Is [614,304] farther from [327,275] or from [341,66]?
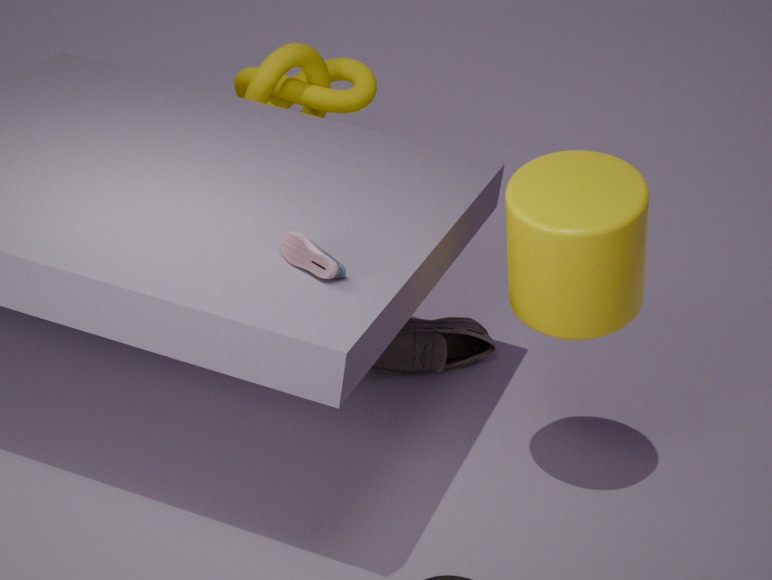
[341,66]
